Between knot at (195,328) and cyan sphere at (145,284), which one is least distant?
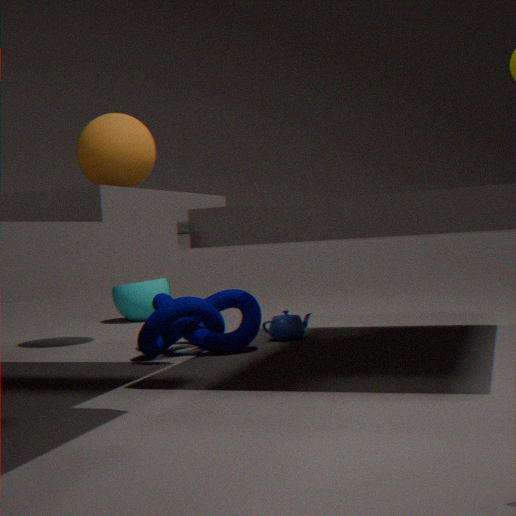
knot at (195,328)
